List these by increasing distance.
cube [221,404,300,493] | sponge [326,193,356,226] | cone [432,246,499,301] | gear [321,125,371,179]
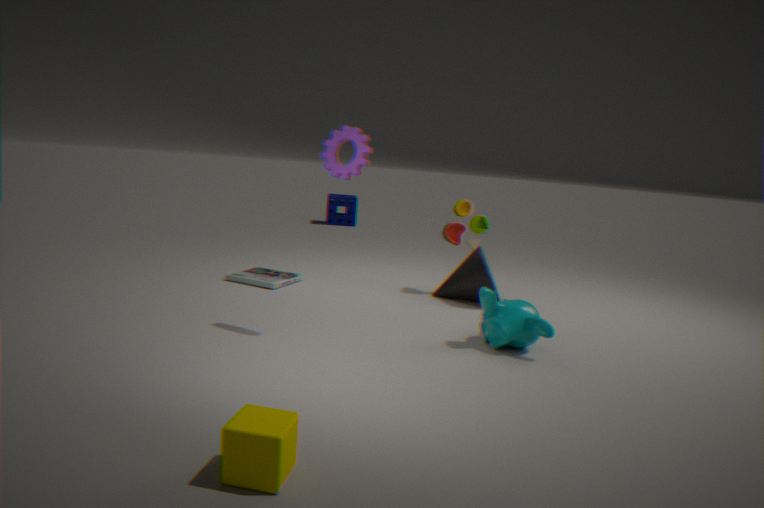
→ cube [221,404,300,493] → gear [321,125,371,179] → cone [432,246,499,301] → sponge [326,193,356,226]
